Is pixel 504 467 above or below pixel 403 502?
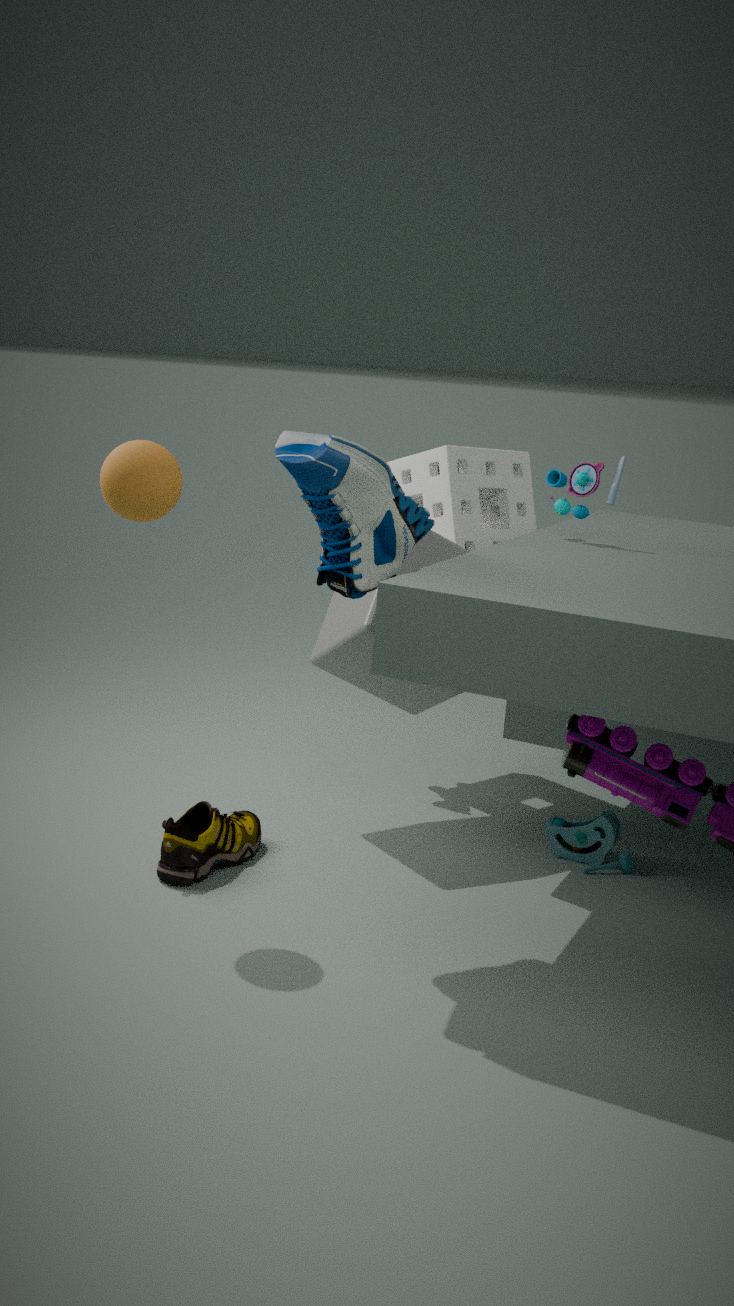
below
